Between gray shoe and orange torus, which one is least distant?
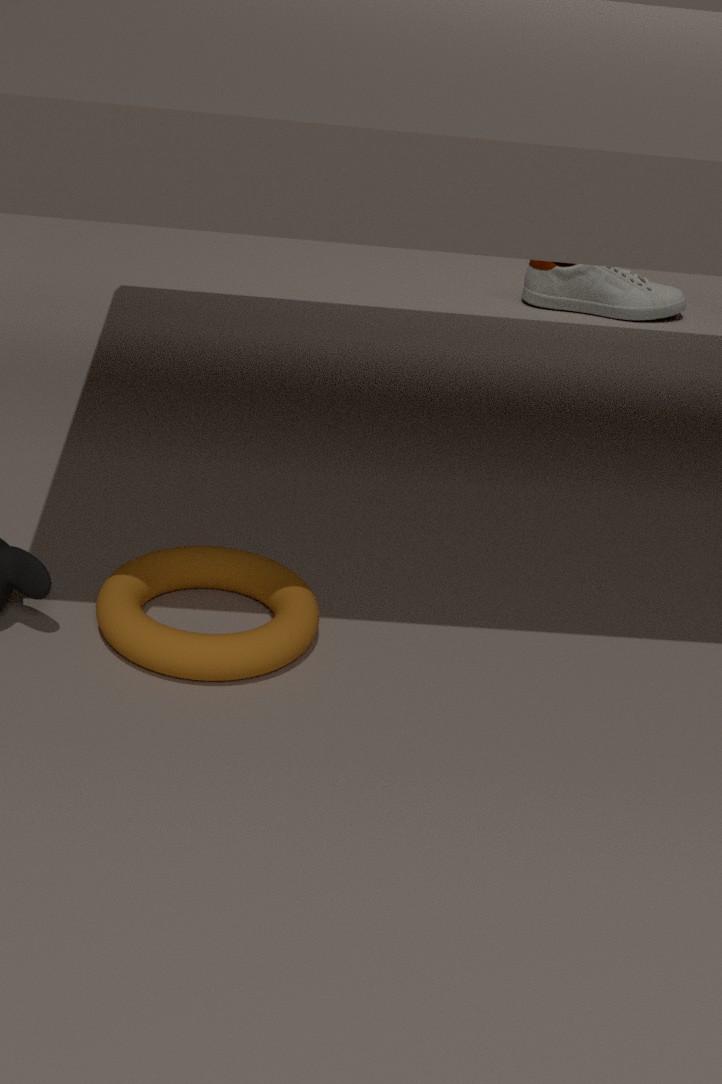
orange torus
